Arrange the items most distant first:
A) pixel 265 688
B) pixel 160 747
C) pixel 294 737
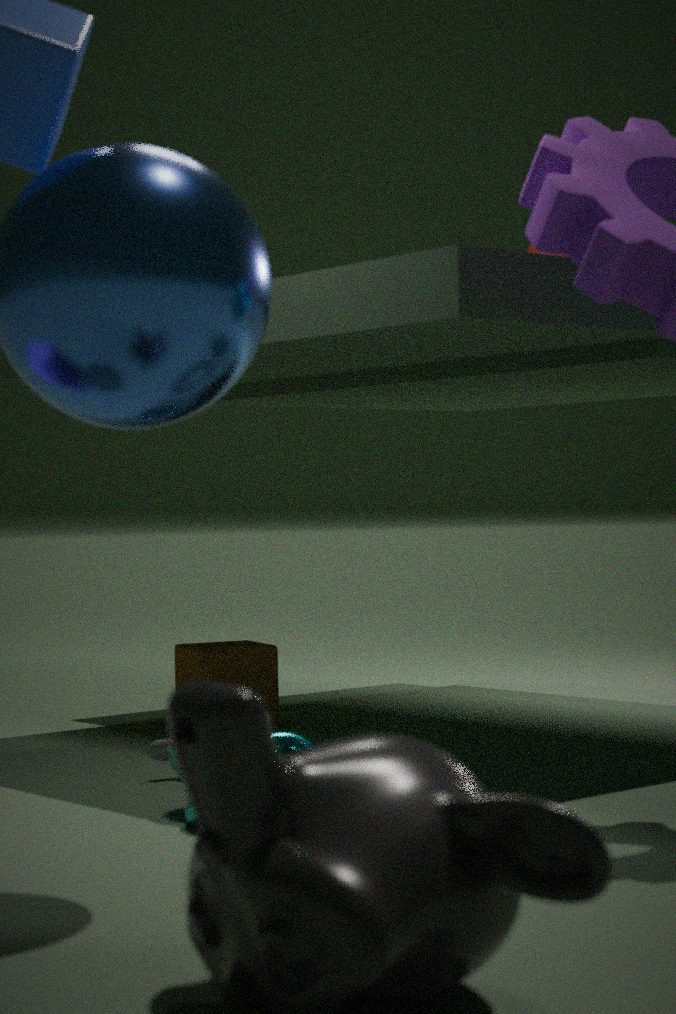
pixel 265 688 → pixel 160 747 → pixel 294 737
